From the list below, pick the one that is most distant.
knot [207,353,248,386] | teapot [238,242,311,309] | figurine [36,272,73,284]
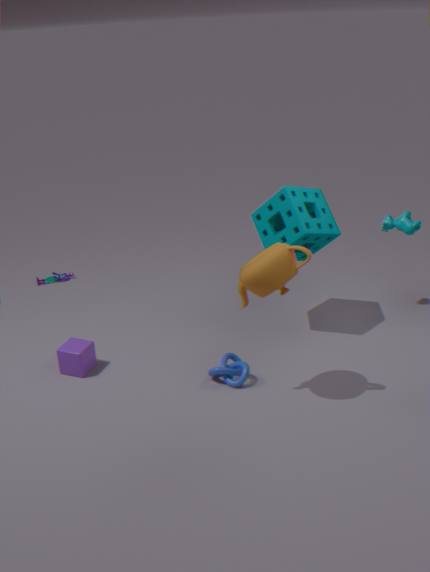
figurine [36,272,73,284]
